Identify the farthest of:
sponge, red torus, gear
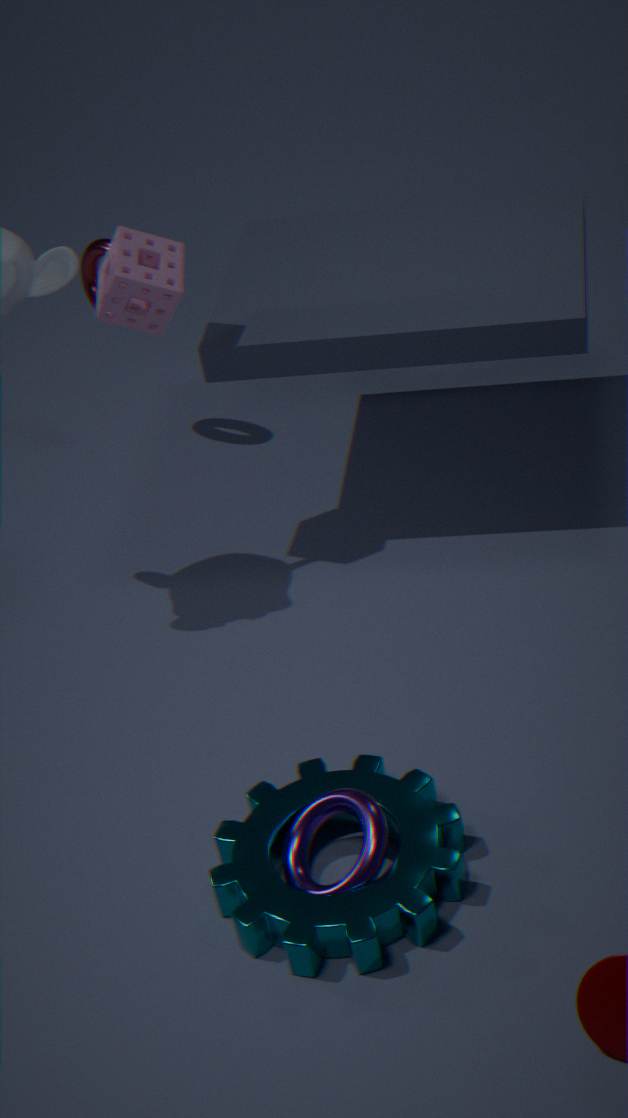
red torus
